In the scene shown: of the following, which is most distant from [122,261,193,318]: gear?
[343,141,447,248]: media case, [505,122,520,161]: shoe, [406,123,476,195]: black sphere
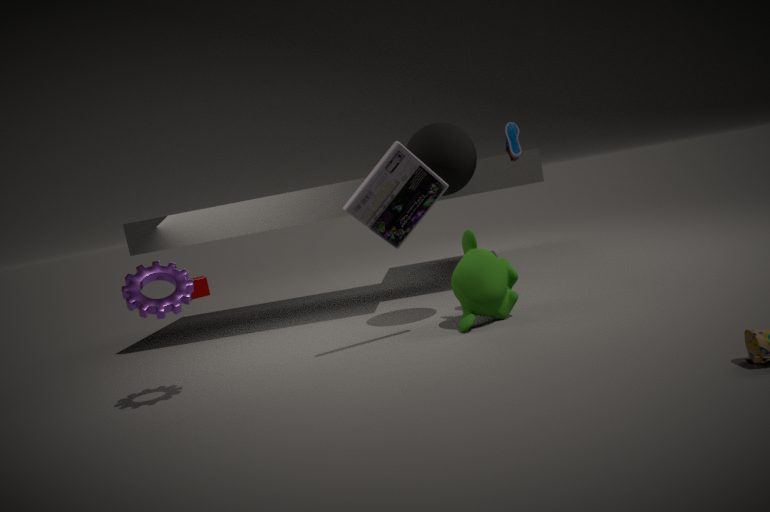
[505,122,520,161]: shoe
